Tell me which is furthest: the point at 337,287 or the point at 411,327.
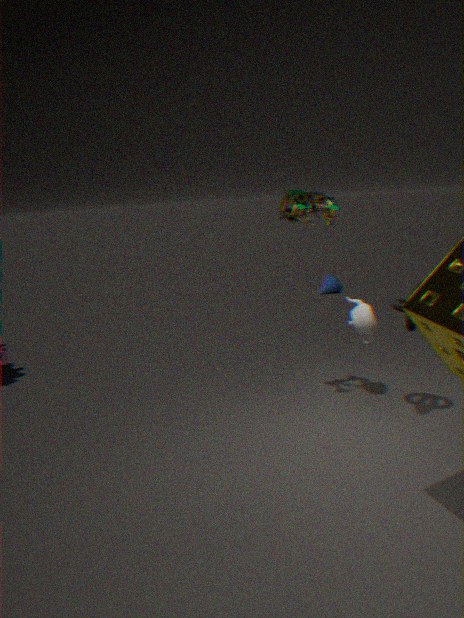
the point at 337,287
